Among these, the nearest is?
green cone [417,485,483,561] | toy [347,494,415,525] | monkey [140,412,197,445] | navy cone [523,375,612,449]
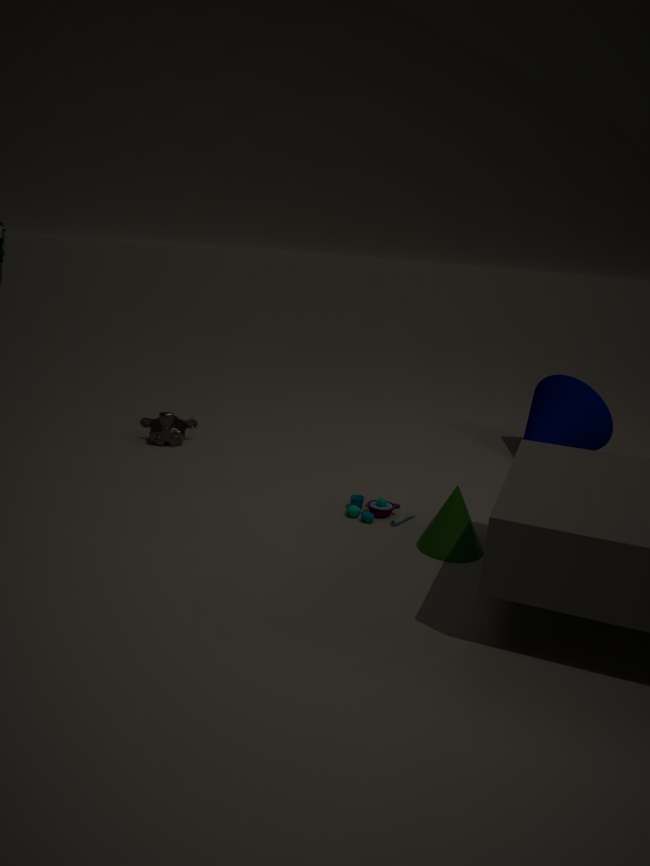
green cone [417,485,483,561]
